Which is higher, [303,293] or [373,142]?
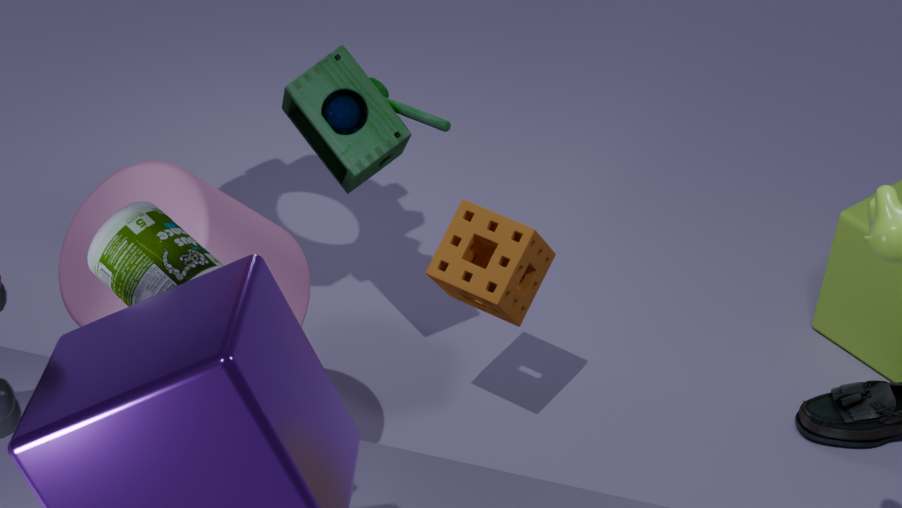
[373,142]
